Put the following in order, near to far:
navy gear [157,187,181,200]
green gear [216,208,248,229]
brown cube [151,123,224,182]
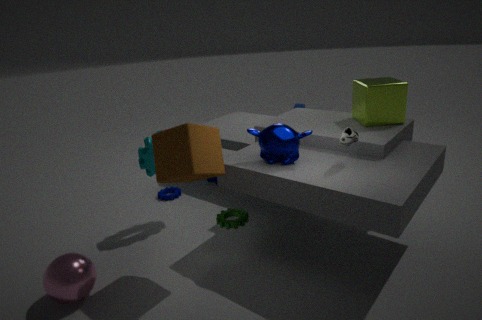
brown cube [151,123,224,182], green gear [216,208,248,229], navy gear [157,187,181,200]
